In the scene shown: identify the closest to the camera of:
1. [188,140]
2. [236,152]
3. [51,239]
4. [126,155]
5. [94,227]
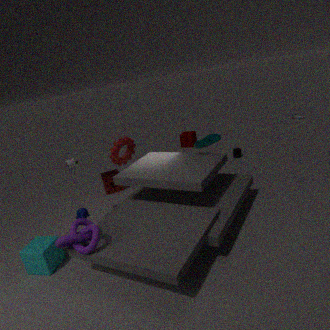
[94,227]
